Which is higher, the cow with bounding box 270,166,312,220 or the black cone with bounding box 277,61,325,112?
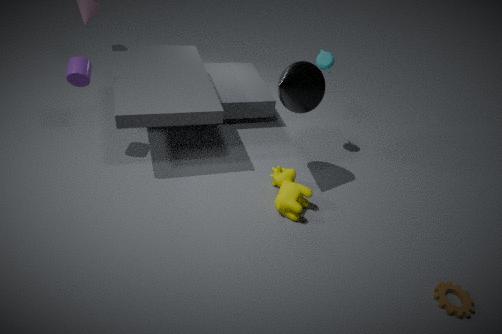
the black cone with bounding box 277,61,325,112
